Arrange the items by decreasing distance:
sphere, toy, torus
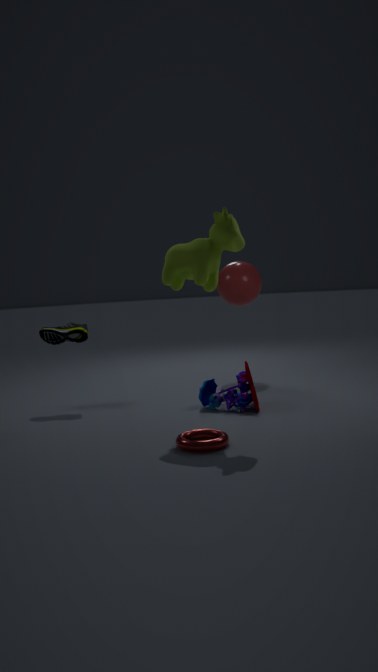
sphere → toy → torus
